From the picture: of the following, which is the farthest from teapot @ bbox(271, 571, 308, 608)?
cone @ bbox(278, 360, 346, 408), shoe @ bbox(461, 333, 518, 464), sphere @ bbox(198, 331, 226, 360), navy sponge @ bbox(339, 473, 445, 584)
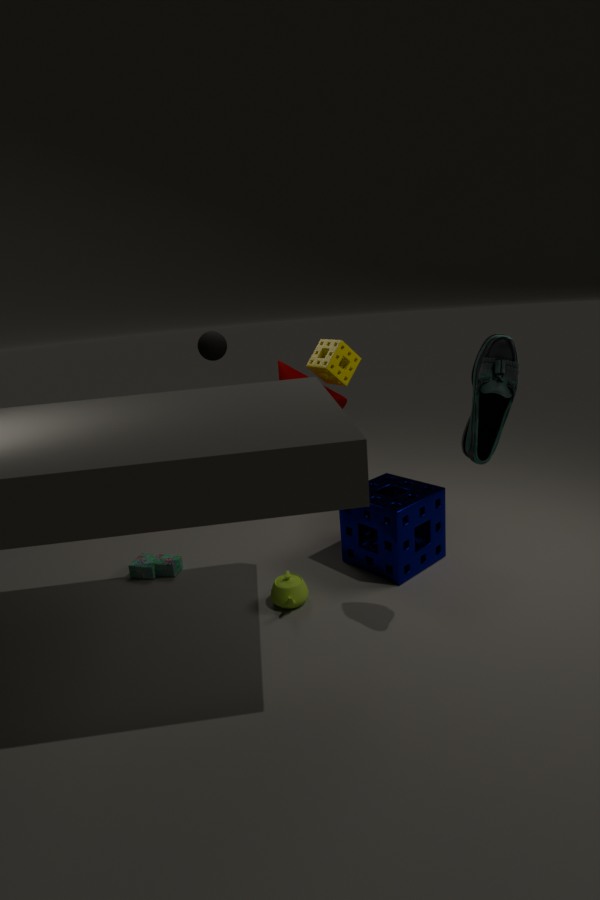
sphere @ bbox(198, 331, 226, 360)
